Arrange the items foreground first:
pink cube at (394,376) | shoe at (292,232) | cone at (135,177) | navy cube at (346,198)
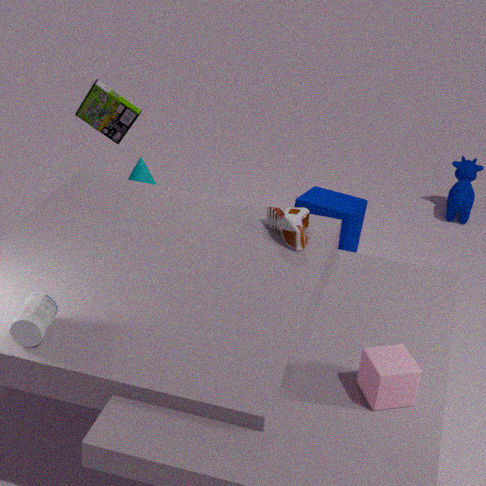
pink cube at (394,376)
shoe at (292,232)
navy cube at (346,198)
cone at (135,177)
